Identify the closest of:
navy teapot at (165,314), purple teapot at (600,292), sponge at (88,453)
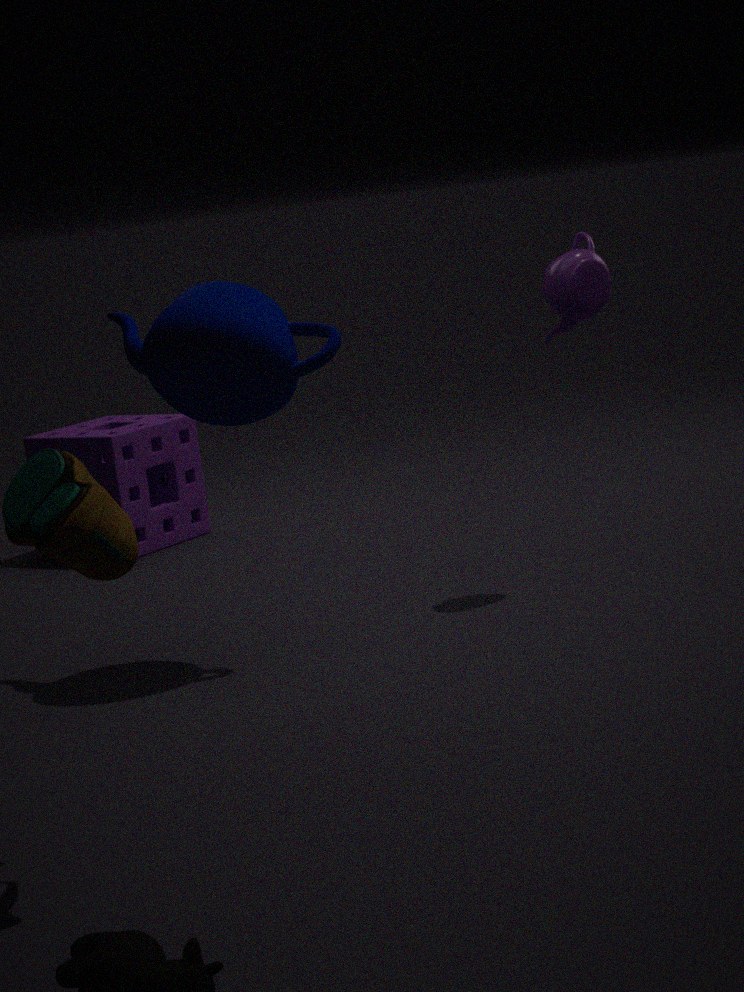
navy teapot at (165,314)
